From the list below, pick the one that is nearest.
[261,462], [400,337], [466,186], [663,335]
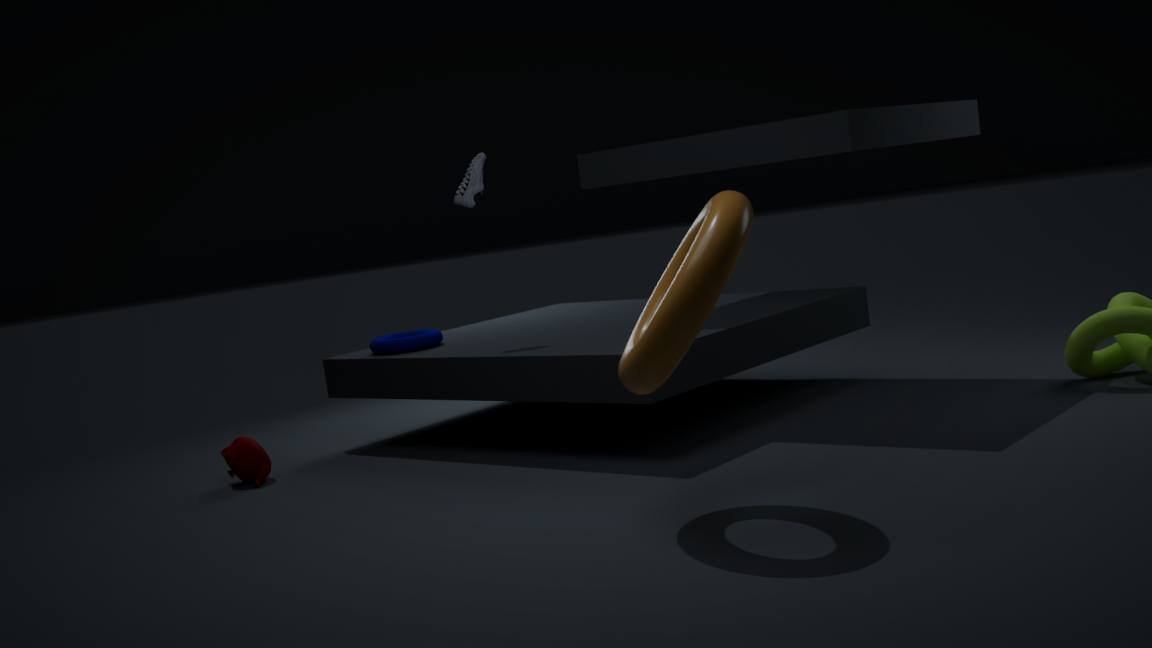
[663,335]
